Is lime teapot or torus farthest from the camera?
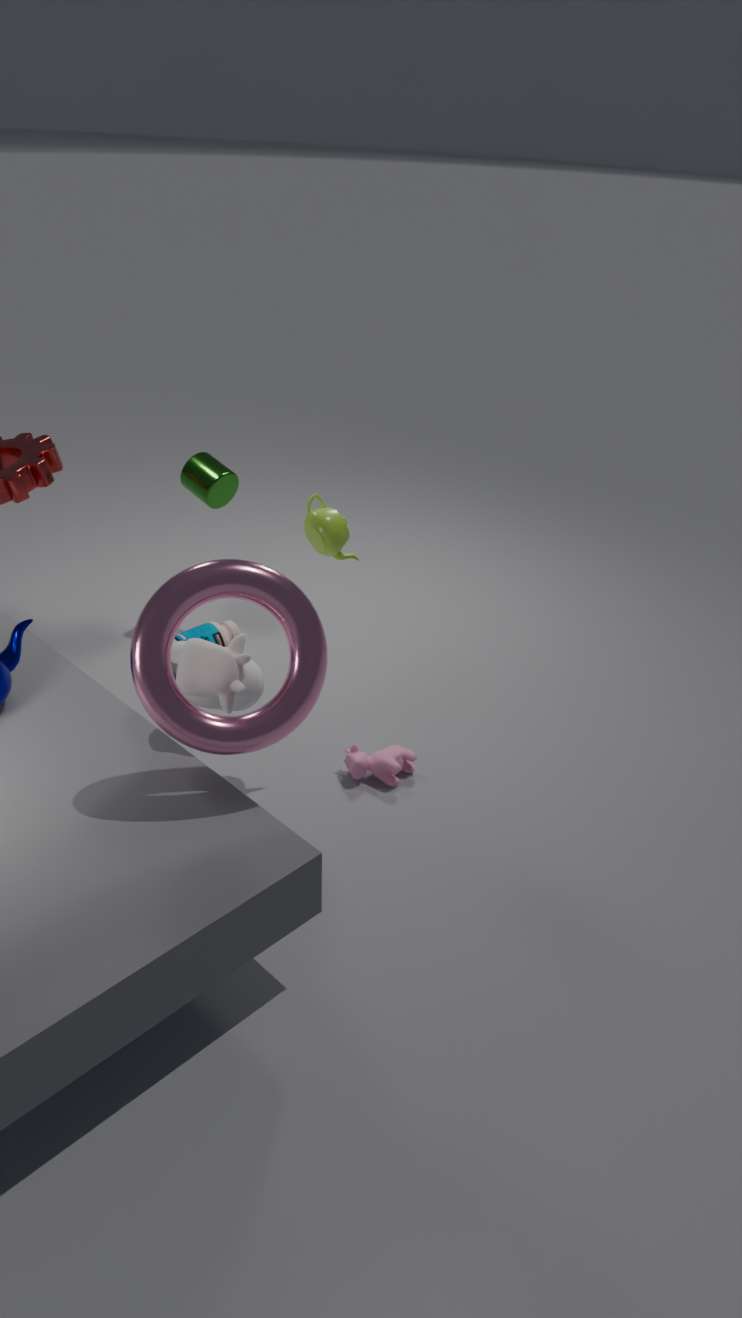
lime teapot
